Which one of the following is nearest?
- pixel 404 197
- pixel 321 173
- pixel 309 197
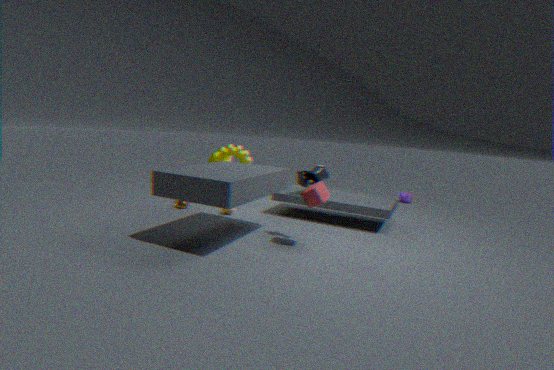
pixel 309 197
